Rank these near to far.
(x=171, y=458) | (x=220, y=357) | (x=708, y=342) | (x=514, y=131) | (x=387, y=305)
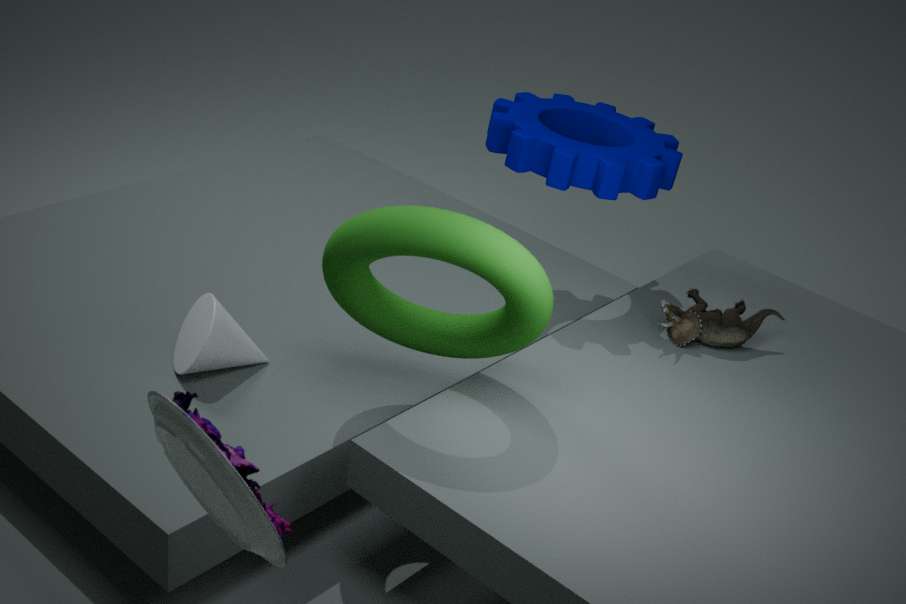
(x=171, y=458), (x=387, y=305), (x=220, y=357), (x=514, y=131), (x=708, y=342)
